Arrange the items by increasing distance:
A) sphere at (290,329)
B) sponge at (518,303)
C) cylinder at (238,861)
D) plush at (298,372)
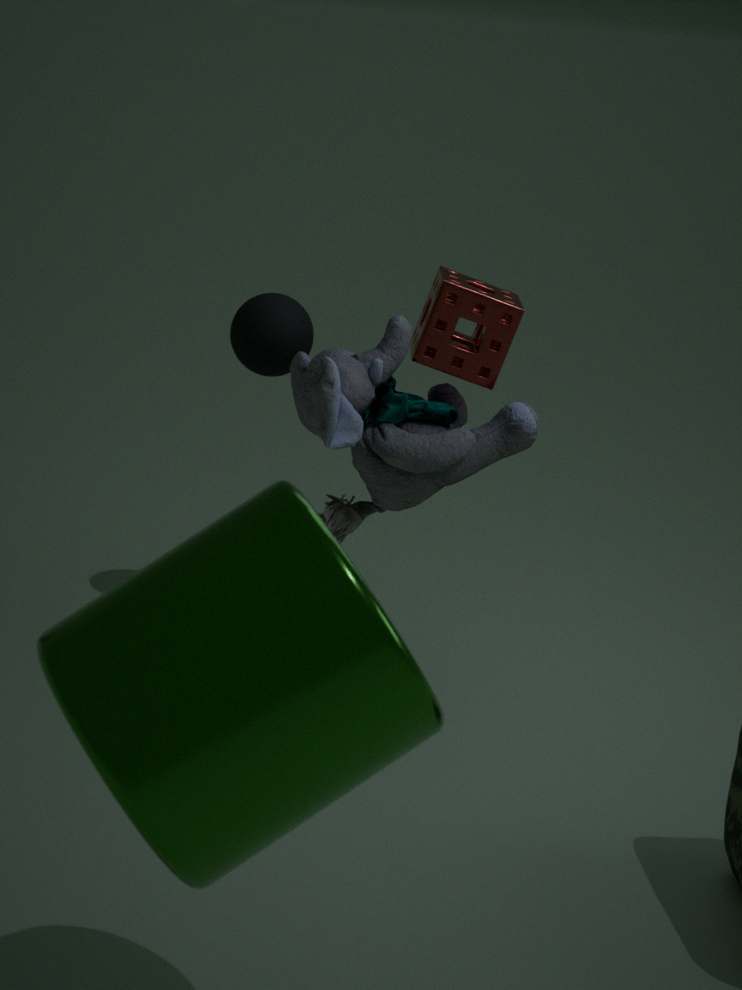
cylinder at (238,861) → plush at (298,372) → sponge at (518,303) → sphere at (290,329)
